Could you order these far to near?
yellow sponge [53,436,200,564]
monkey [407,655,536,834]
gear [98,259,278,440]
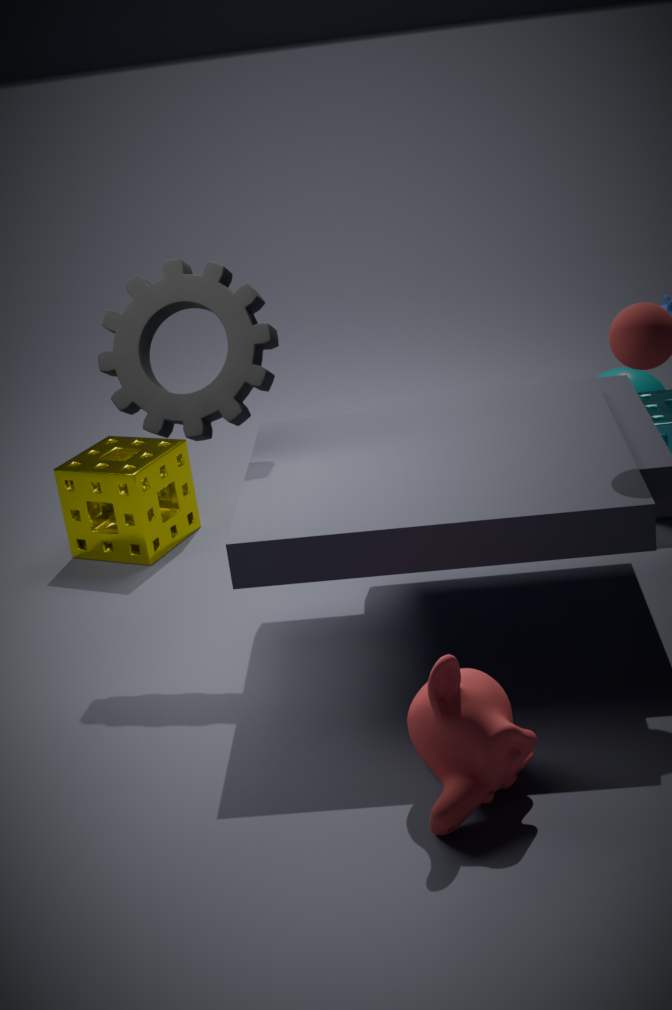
yellow sponge [53,436,200,564] < gear [98,259,278,440] < monkey [407,655,536,834]
